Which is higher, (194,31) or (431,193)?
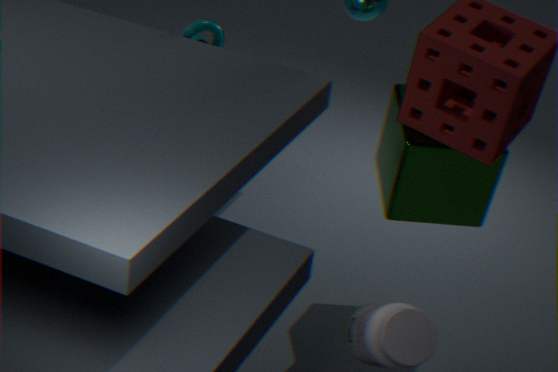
(194,31)
